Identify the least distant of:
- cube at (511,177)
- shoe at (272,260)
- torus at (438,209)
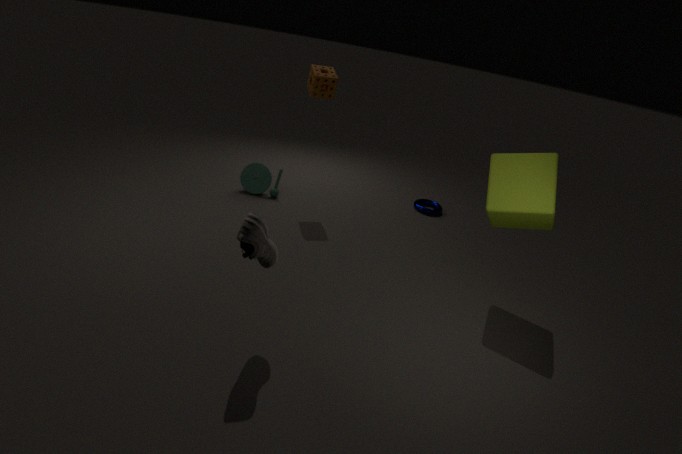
shoe at (272,260)
